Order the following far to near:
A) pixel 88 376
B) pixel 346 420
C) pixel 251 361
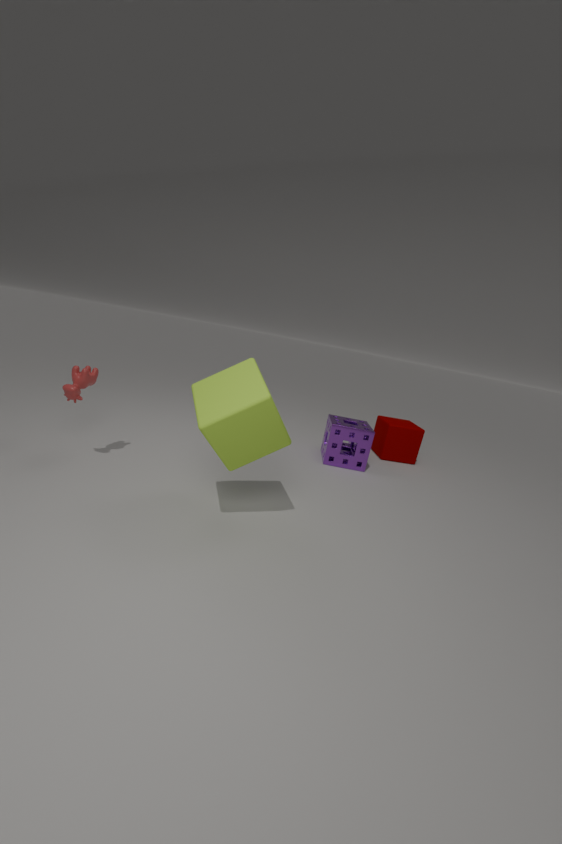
pixel 346 420, pixel 88 376, pixel 251 361
